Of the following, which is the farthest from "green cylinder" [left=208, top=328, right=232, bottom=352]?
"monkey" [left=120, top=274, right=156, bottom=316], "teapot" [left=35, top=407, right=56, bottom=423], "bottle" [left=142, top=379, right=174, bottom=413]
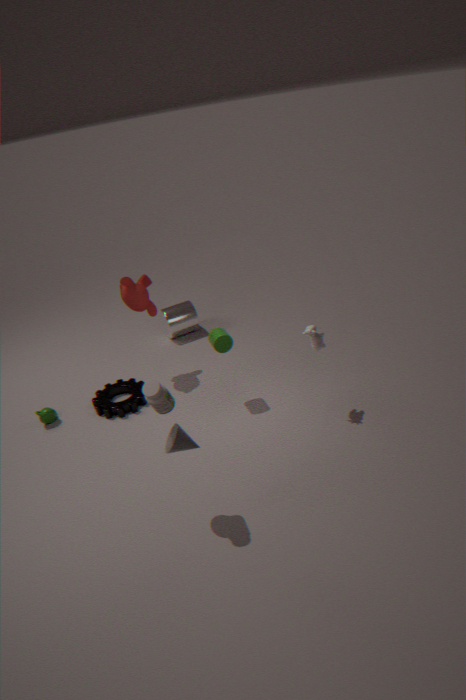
"teapot" [left=35, top=407, right=56, bottom=423]
